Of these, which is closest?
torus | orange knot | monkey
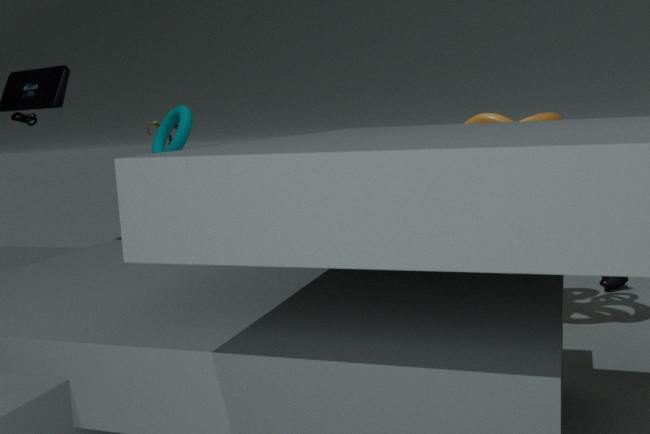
torus
